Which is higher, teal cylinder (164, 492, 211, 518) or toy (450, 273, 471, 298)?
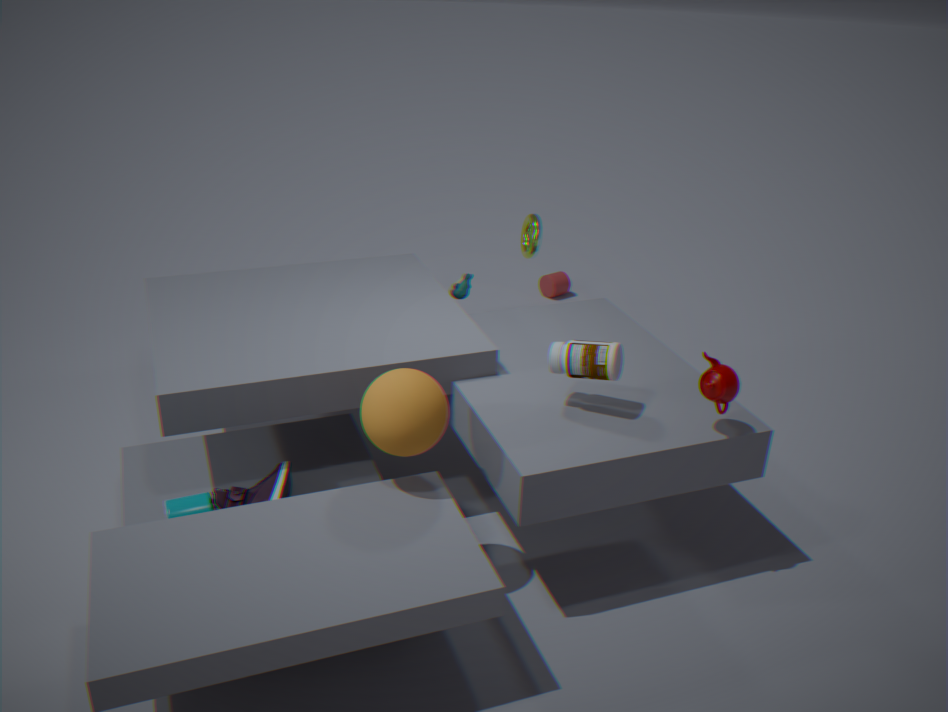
toy (450, 273, 471, 298)
